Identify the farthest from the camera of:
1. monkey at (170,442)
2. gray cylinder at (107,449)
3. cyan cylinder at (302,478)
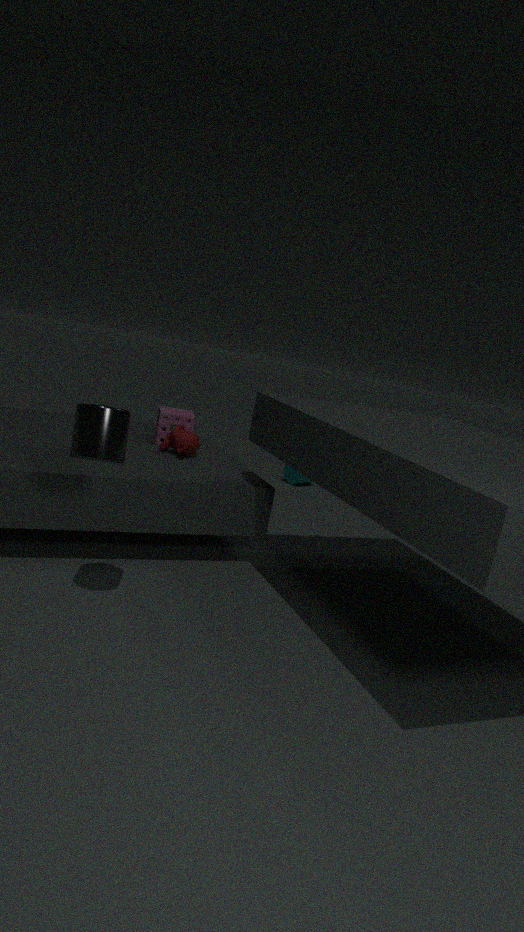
cyan cylinder at (302,478)
